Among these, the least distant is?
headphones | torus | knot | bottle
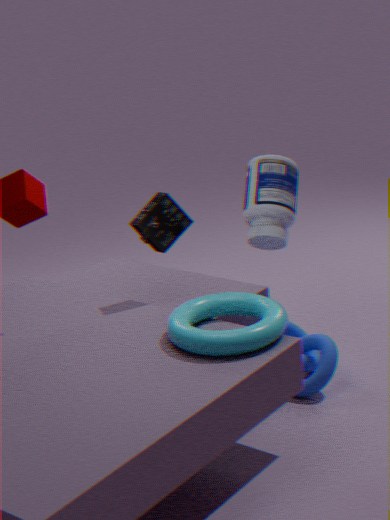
torus
